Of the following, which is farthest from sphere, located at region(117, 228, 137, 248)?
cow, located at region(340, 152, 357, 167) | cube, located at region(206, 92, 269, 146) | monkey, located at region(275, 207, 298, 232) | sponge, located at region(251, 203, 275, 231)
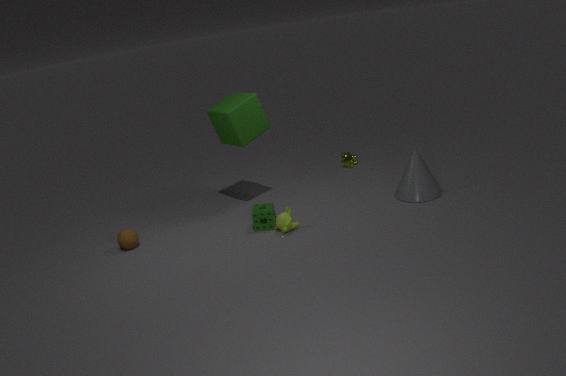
cow, located at region(340, 152, 357, 167)
